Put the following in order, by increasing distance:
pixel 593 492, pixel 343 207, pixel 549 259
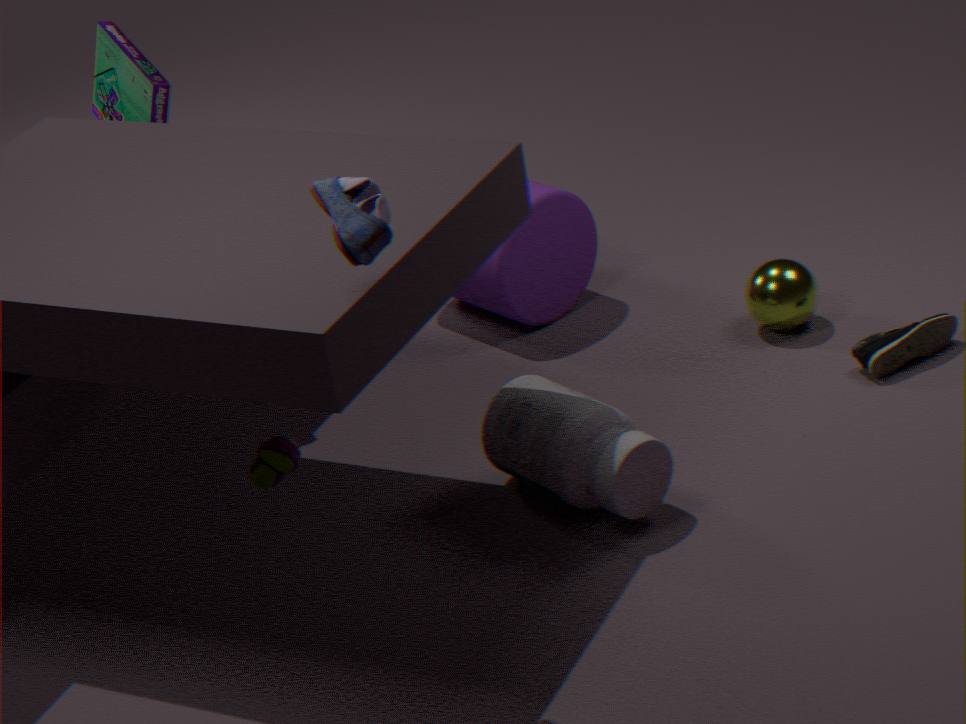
pixel 343 207 < pixel 593 492 < pixel 549 259
